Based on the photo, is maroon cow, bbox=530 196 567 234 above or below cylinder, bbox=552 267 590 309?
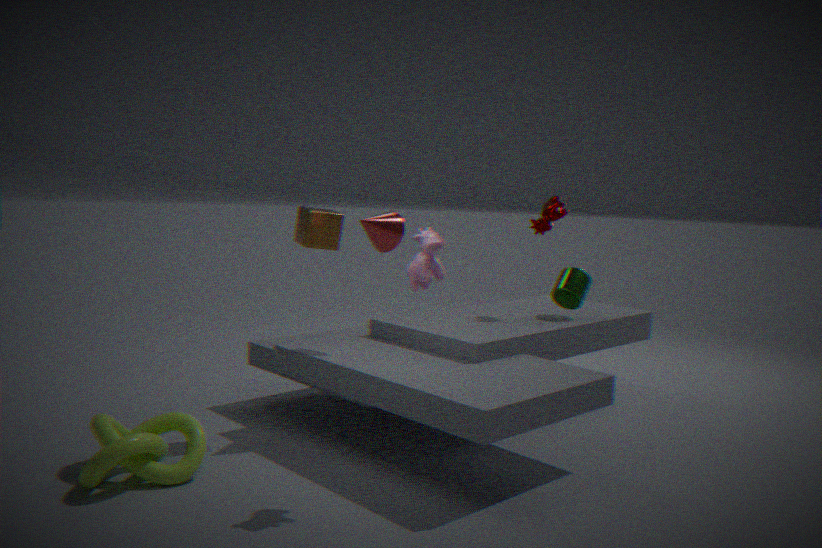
above
